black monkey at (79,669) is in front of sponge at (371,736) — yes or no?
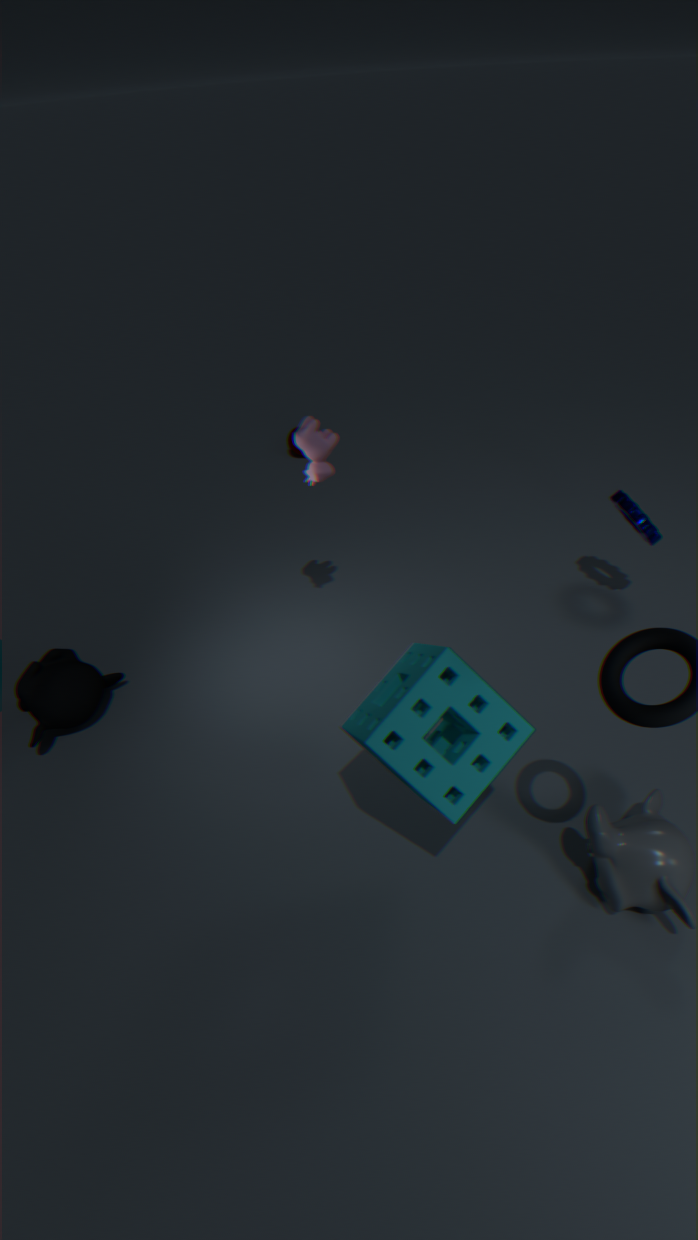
No
